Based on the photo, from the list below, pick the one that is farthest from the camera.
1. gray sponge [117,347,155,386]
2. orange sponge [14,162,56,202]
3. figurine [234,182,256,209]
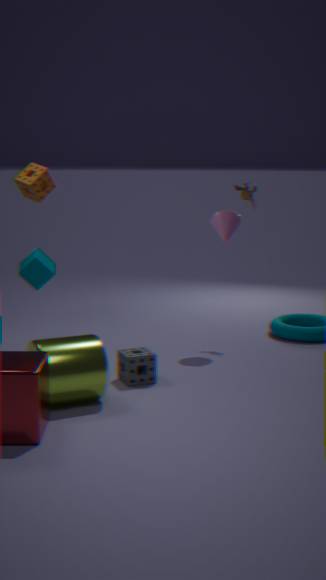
figurine [234,182,256,209]
